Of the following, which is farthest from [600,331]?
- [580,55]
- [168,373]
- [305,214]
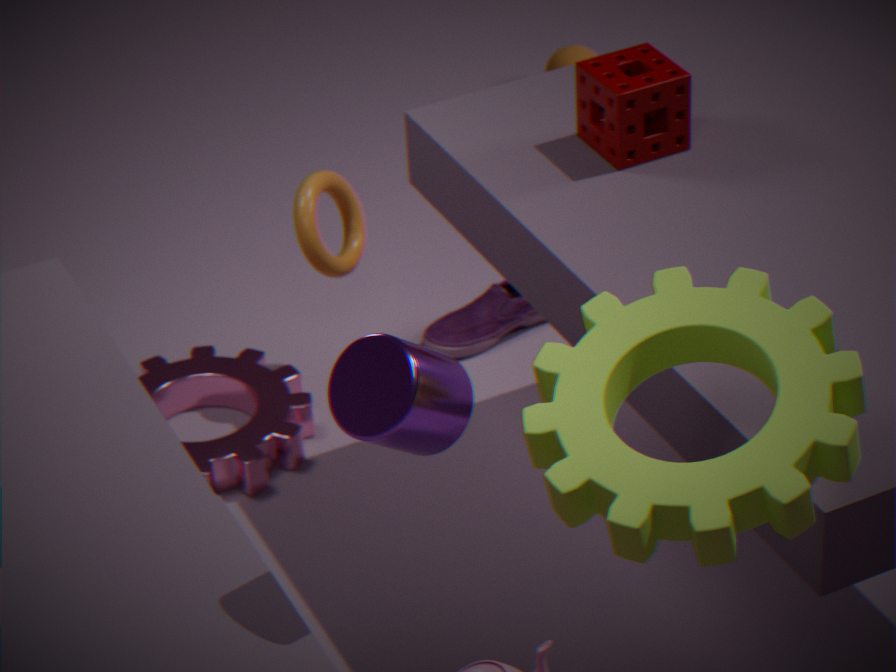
[580,55]
